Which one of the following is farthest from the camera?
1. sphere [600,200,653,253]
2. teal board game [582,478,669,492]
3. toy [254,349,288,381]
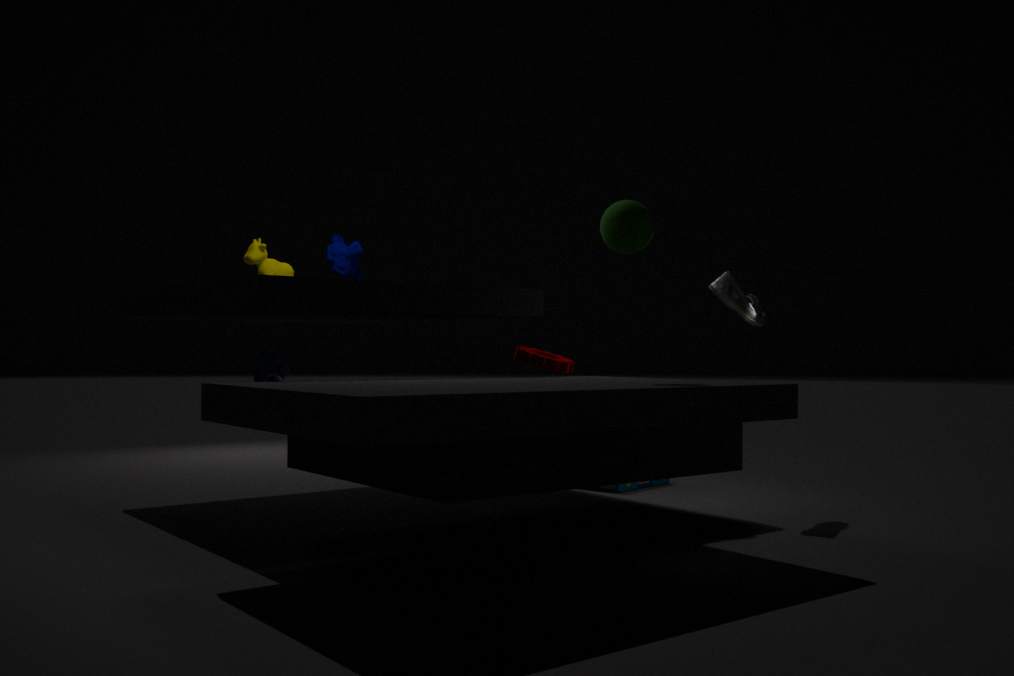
teal board game [582,478,669,492]
